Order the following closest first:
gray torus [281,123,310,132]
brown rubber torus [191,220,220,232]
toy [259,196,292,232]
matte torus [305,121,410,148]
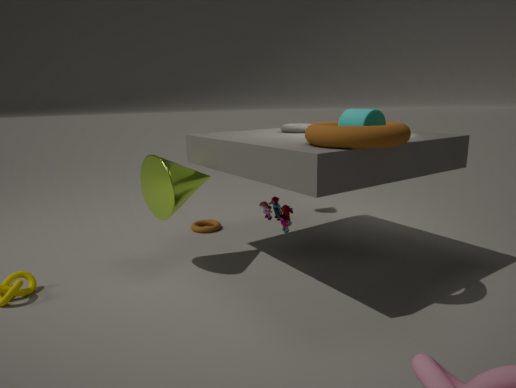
matte torus [305,121,410,148]
toy [259,196,292,232]
gray torus [281,123,310,132]
brown rubber torus [191,220,220,232]
